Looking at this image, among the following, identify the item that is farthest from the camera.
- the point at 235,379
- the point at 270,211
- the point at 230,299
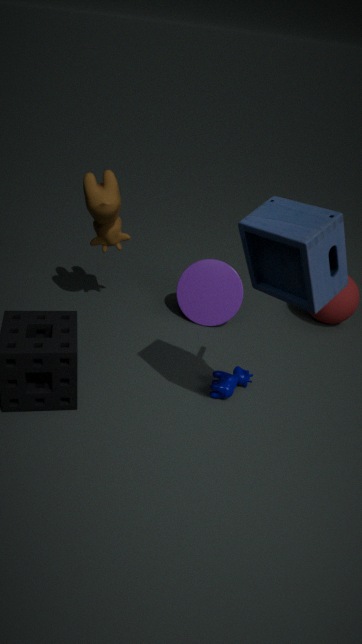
the point at 230,299
